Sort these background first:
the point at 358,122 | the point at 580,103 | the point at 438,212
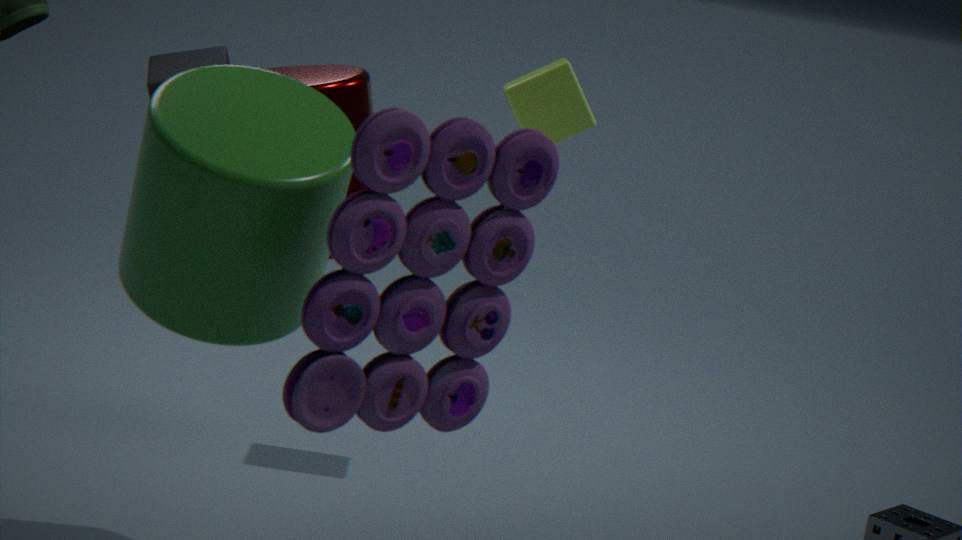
the point at 580,103, the point at 358,122, the point at 438,212
